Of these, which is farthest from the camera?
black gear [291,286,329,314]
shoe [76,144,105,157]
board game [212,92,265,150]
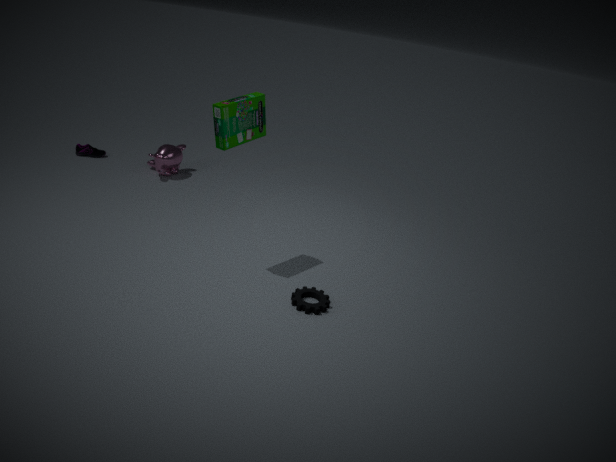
shoe [76,144,105,157]
